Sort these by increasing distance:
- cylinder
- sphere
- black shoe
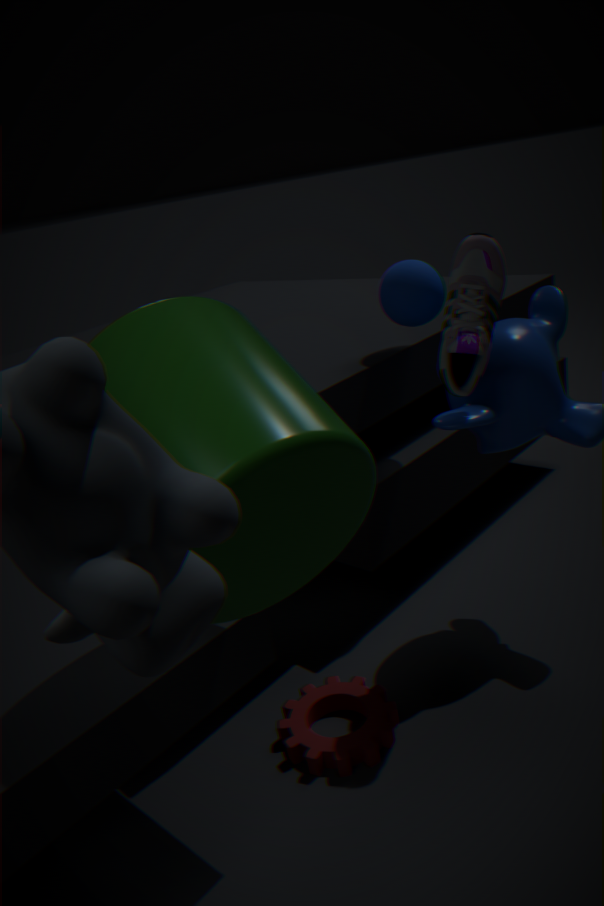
cylinder
black shoe
sphere
